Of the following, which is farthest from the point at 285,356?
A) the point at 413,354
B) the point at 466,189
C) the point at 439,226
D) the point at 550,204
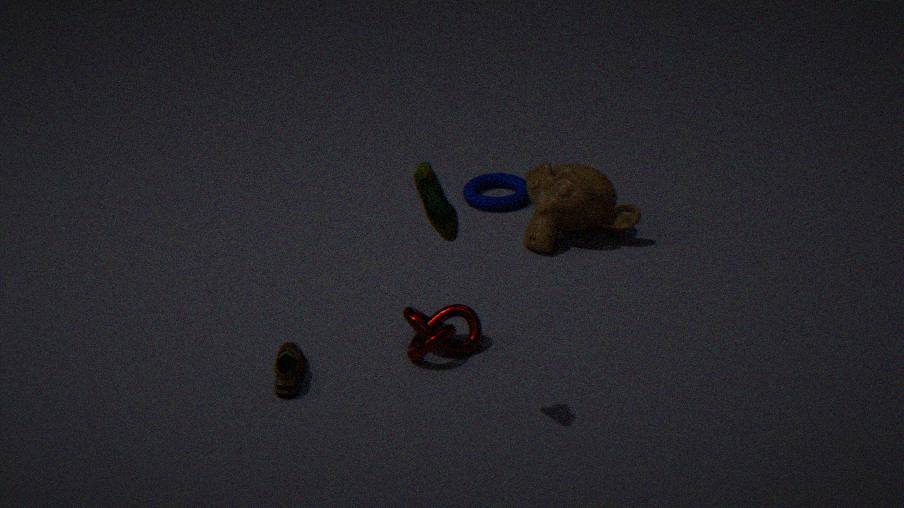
the point at 466,189
